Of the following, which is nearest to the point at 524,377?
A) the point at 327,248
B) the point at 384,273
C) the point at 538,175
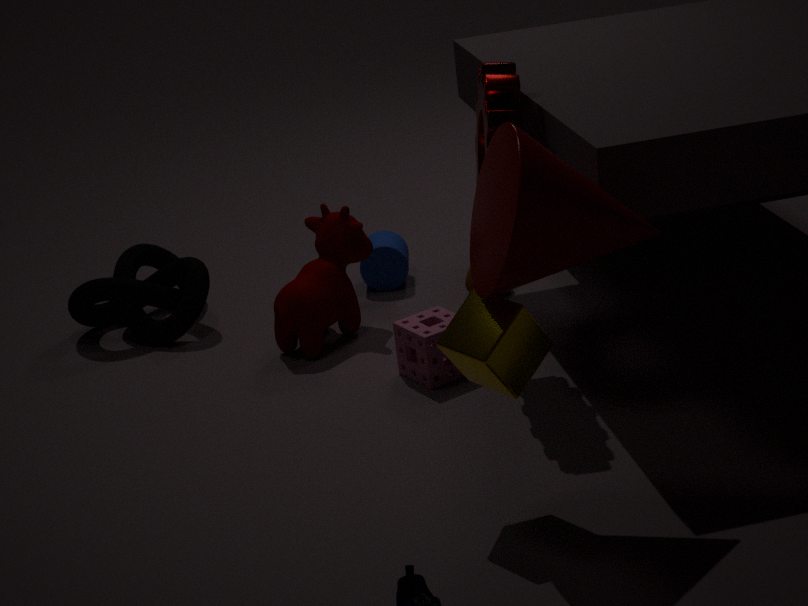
the point at 538,175
